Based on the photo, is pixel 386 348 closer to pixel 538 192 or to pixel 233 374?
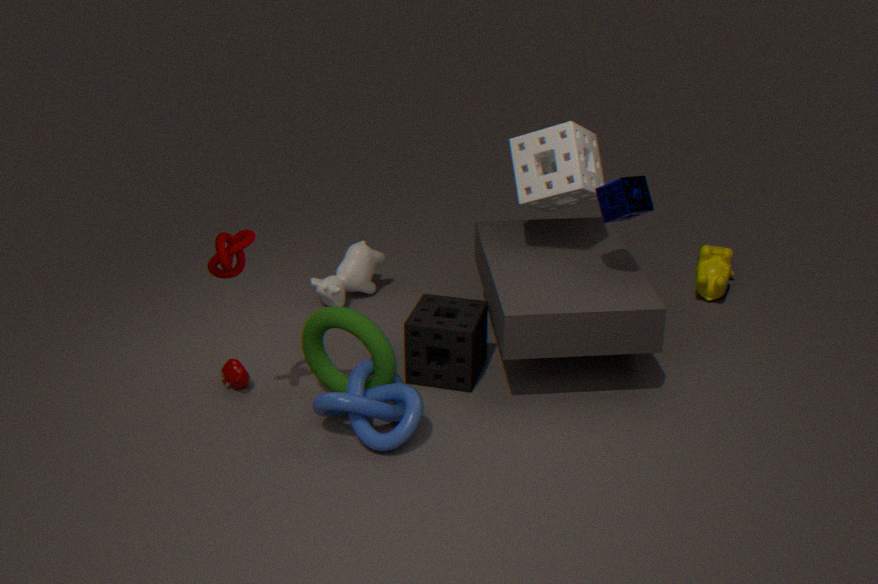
pixel 233 374
